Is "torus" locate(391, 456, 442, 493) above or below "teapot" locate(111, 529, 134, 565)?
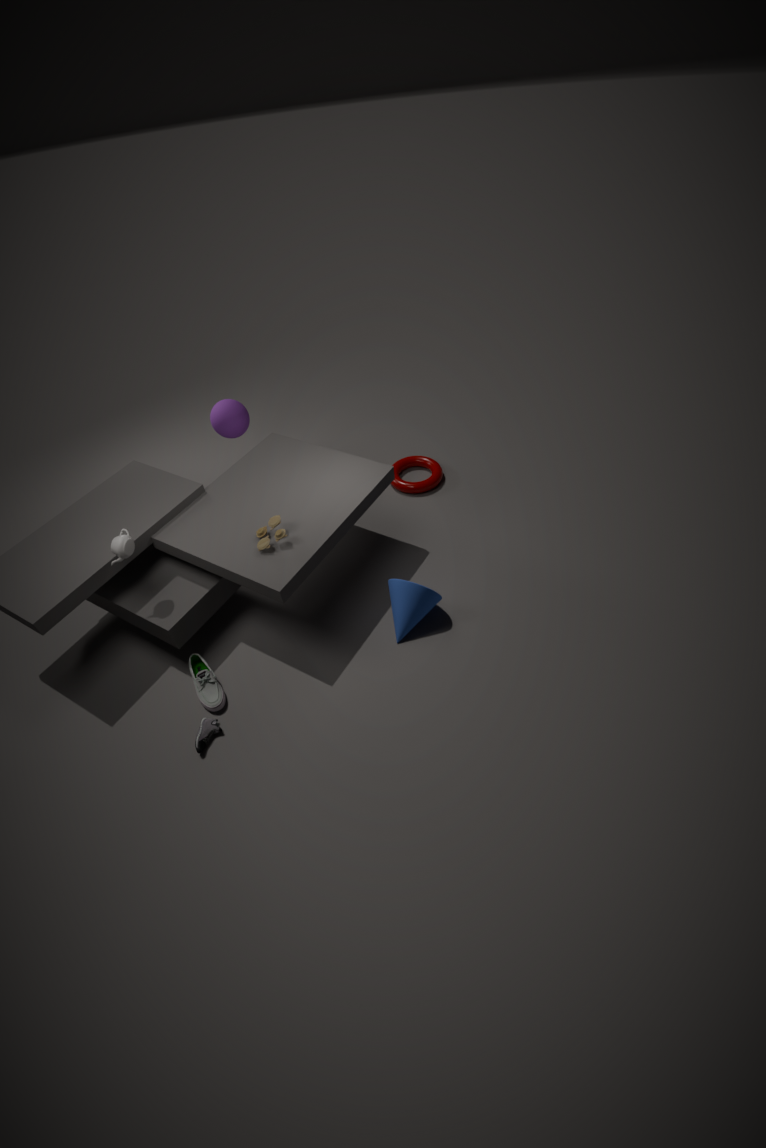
below
